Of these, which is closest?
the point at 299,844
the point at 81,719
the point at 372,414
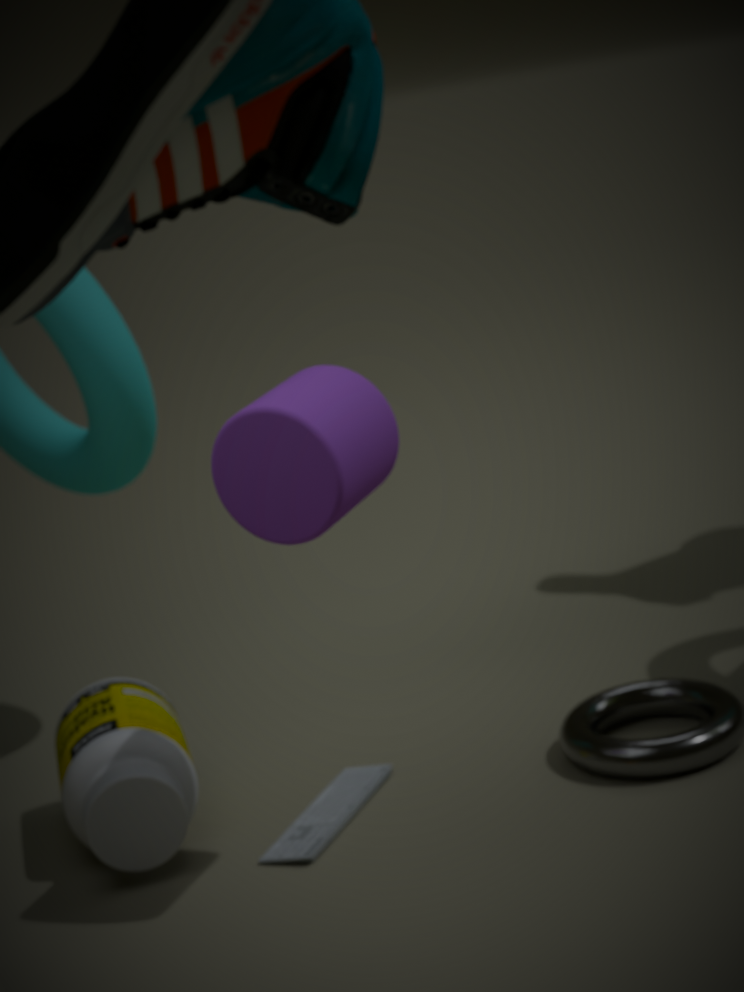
the point at 372,414
